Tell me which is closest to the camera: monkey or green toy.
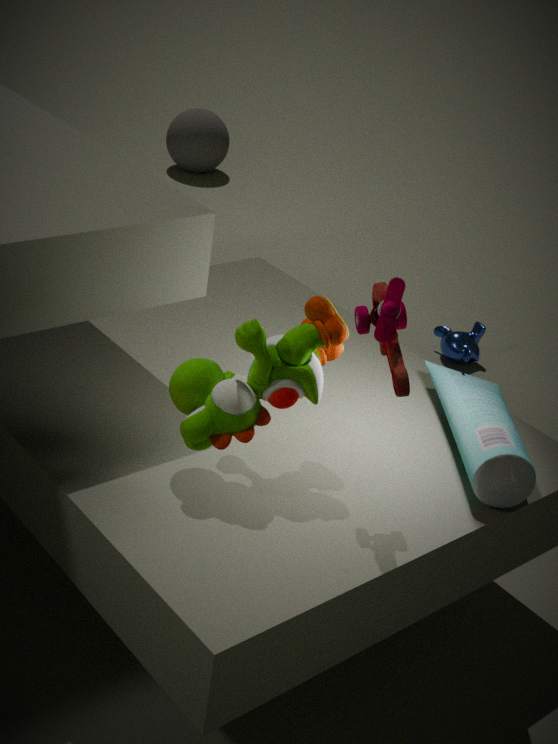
green toy
